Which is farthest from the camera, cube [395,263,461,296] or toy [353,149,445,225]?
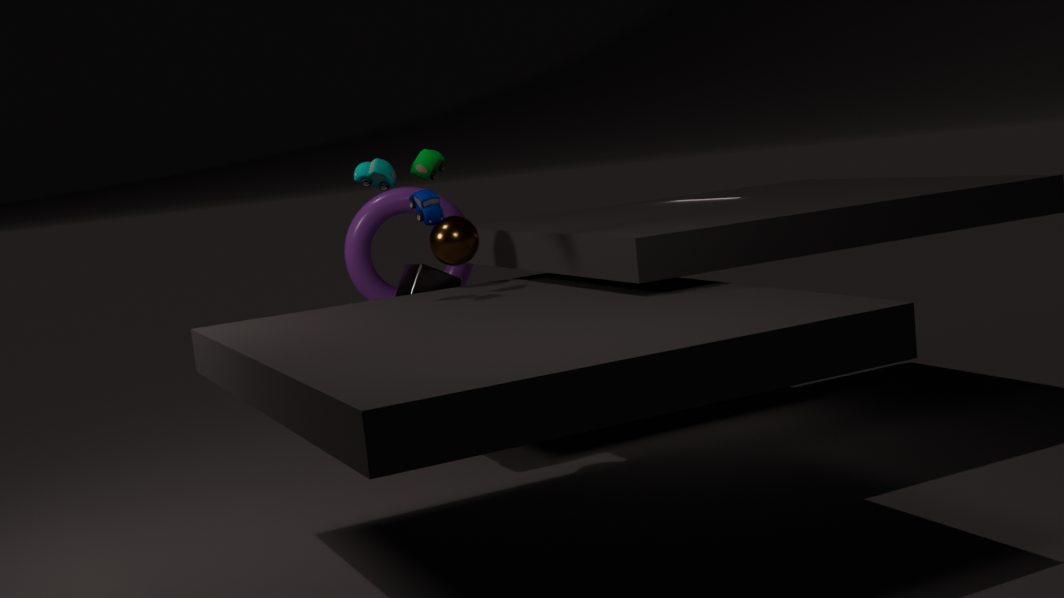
cube [395,263,461,296]
